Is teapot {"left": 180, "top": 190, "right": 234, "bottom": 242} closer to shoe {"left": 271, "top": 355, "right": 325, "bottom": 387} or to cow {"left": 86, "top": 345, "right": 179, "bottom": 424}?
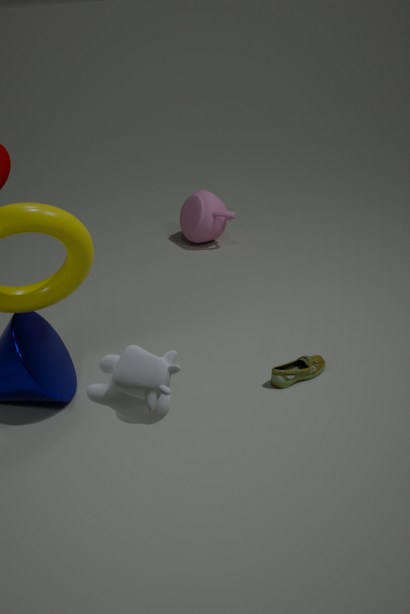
shoe {"left": 271, "top": 355, "right": 325, "bottom": 387}
